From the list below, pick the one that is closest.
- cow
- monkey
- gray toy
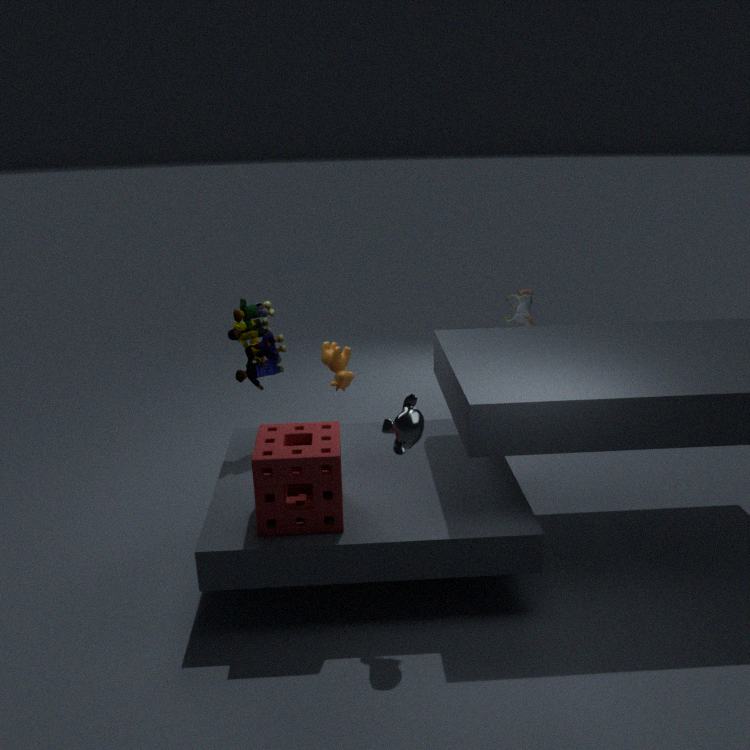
monkey
